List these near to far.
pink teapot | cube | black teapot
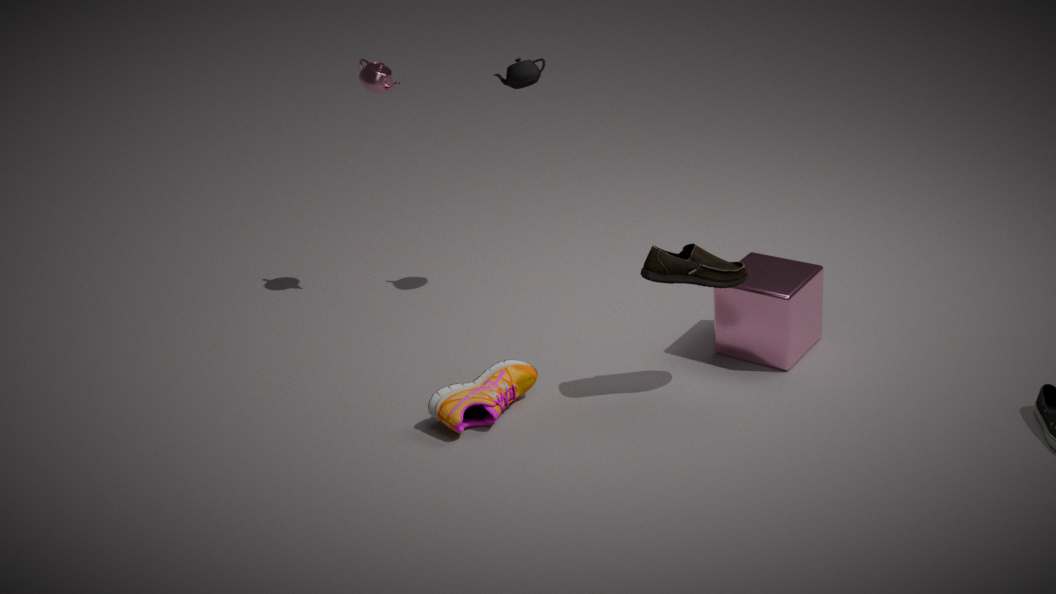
cube < black teapot < pink teapot
